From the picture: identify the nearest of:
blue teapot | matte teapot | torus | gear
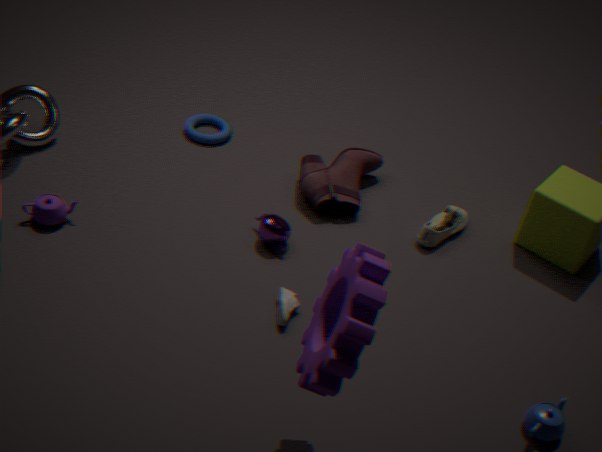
gear
